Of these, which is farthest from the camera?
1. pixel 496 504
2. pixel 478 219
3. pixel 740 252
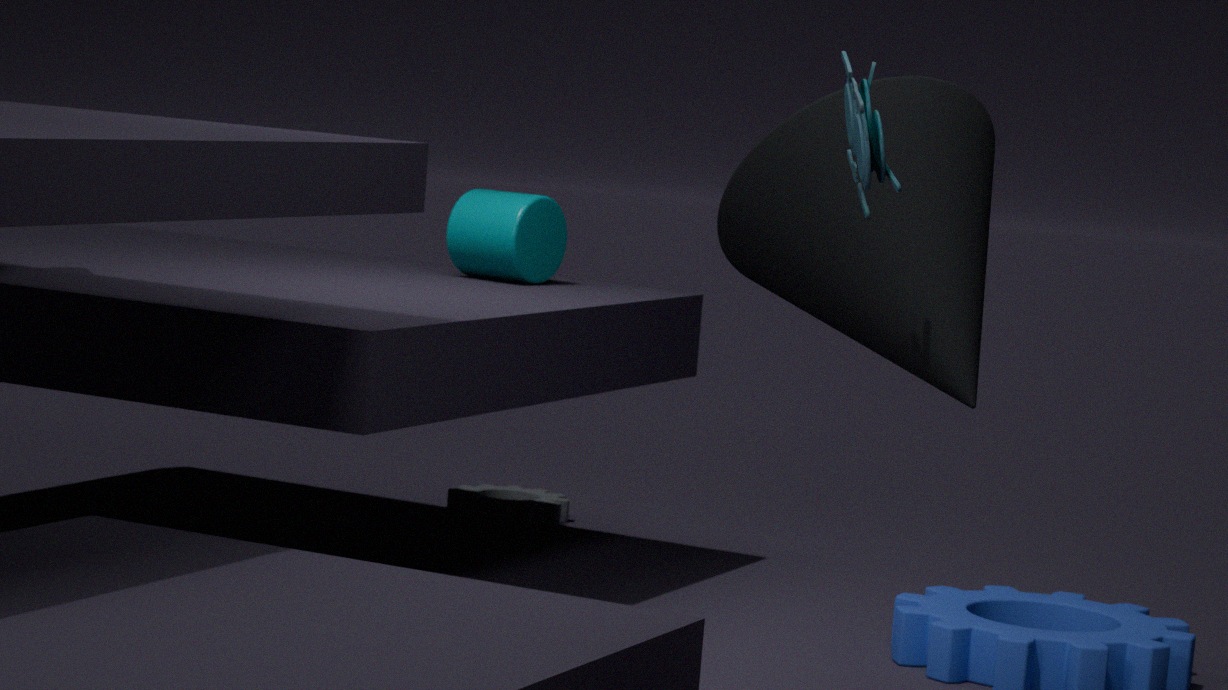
pixel 496 504
